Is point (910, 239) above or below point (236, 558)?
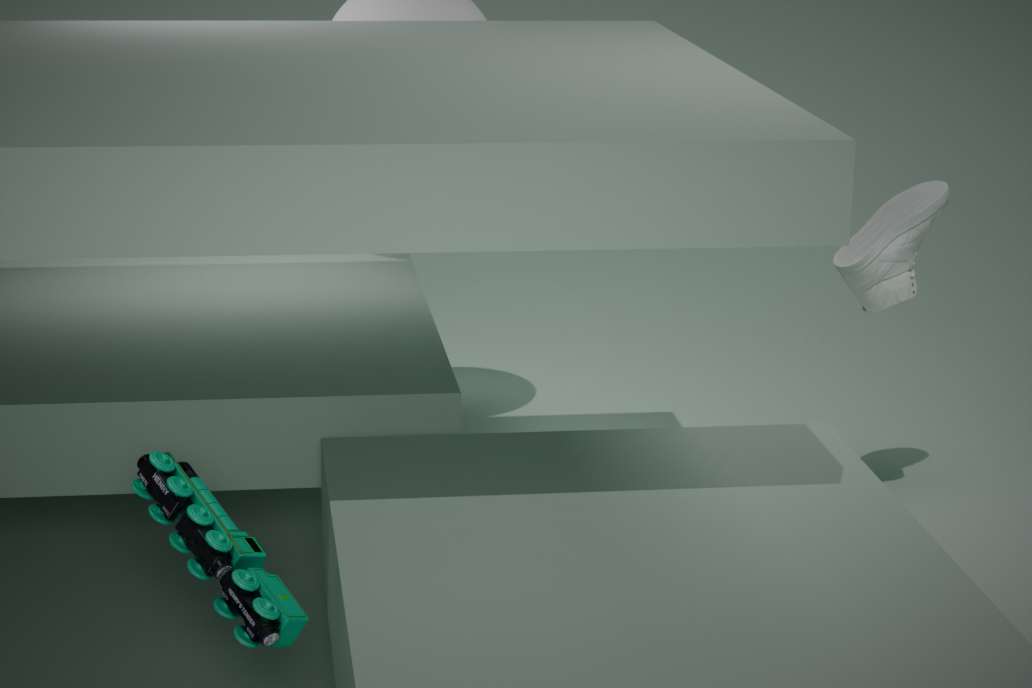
above
